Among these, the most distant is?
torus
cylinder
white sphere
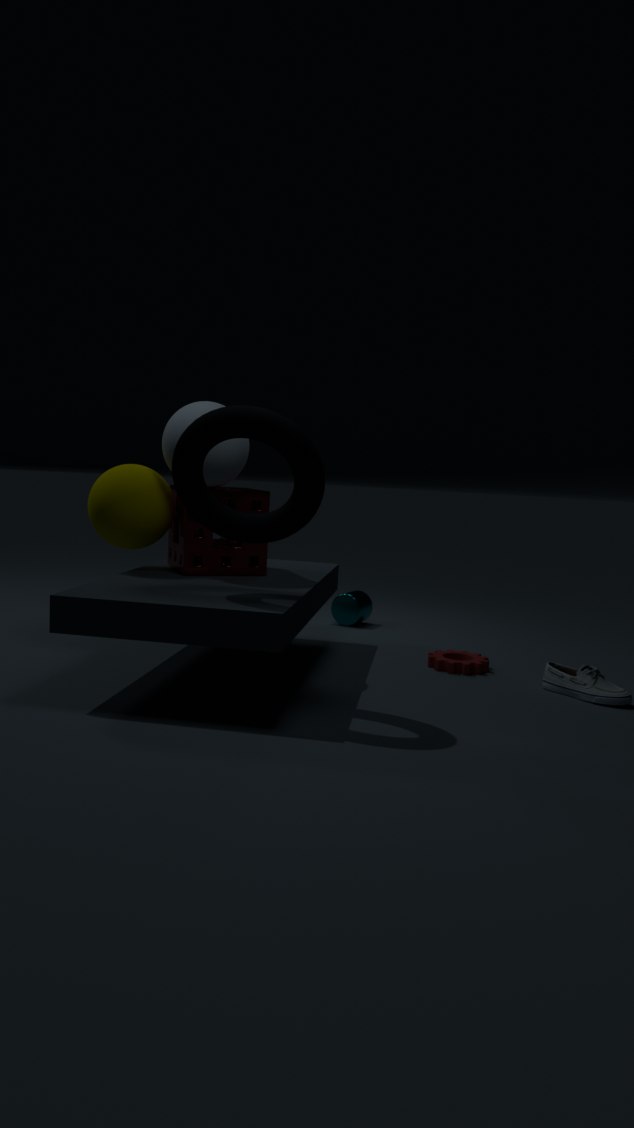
cylinder
